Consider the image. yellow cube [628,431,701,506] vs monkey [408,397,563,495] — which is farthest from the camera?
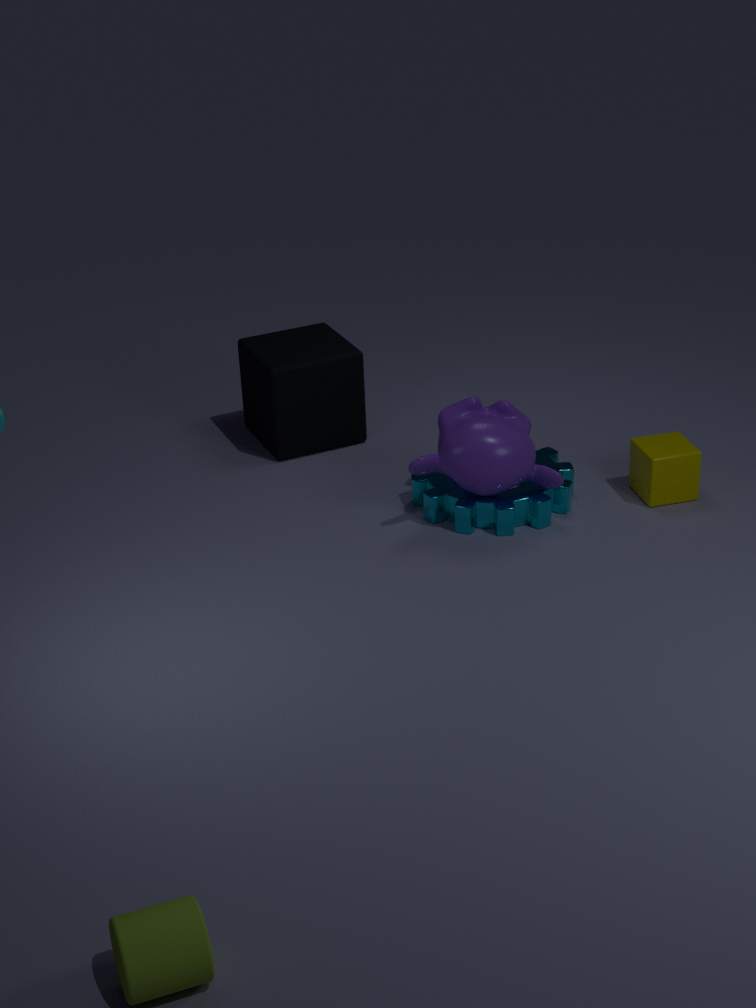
yellow cube [628,431,701,506]
